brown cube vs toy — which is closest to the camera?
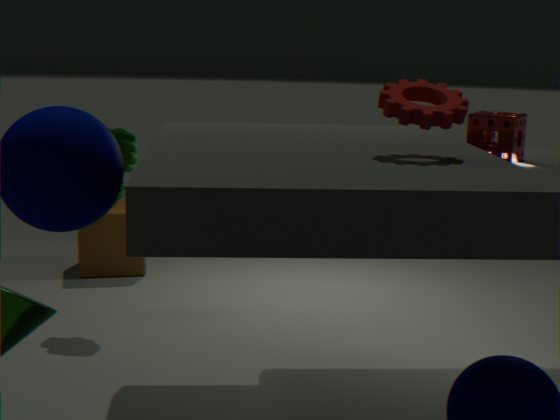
toy
